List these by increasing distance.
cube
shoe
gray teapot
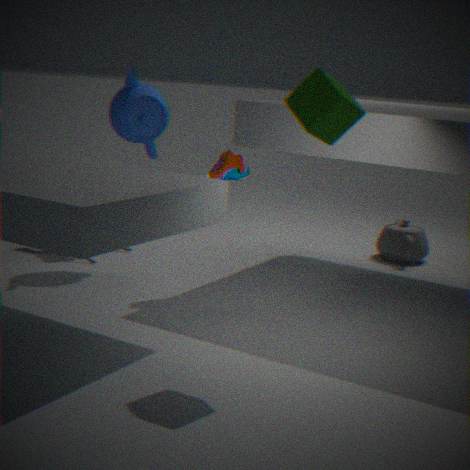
1. cube
2. shoe
3. gray teapot
